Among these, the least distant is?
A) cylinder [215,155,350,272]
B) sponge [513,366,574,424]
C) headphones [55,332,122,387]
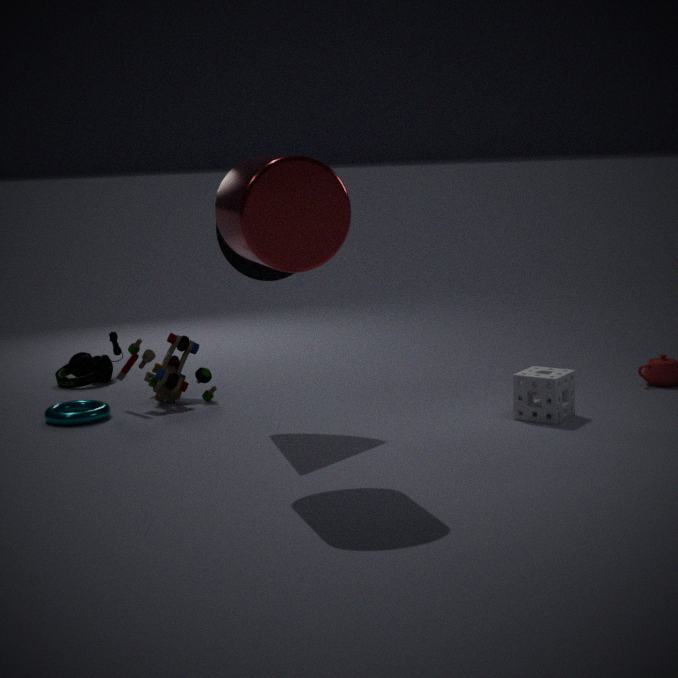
cylinder [215,155,350,272]
